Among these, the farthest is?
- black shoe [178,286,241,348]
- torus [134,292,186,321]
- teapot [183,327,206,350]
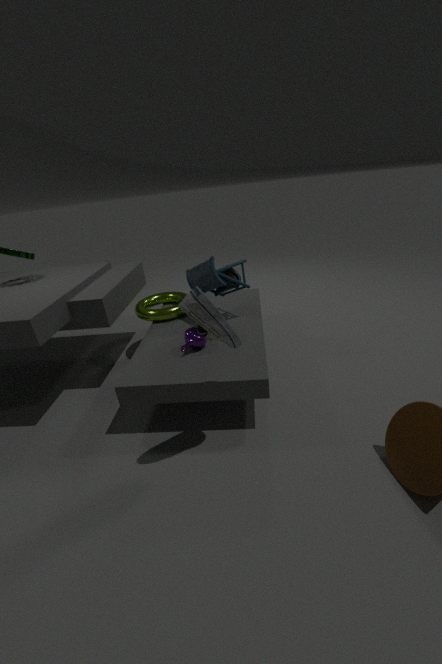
torus [134,292,186,321]
